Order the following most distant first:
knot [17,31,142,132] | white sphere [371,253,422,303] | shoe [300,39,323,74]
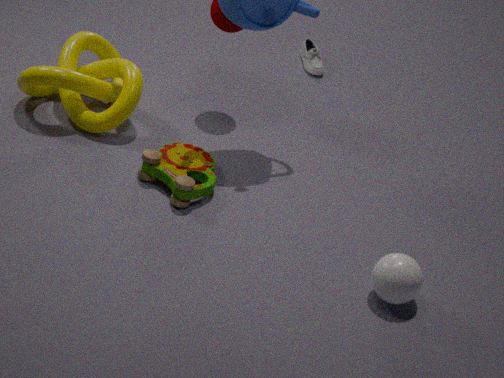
shoe [300,39,323,74], knot [17,31,142,132], white sphere [371,253,422,303]
